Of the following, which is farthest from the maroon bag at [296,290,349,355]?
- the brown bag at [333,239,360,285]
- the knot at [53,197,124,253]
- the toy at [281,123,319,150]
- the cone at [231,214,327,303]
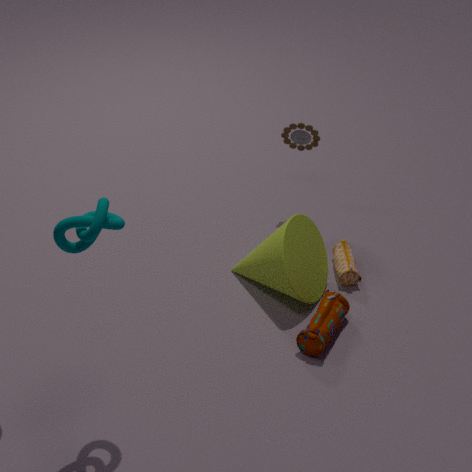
the knot at [53,197,124,253]
